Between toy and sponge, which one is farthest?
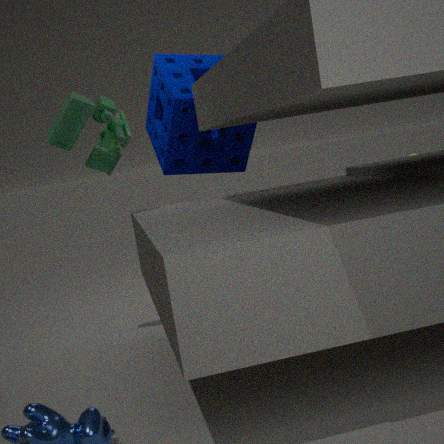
sponge
